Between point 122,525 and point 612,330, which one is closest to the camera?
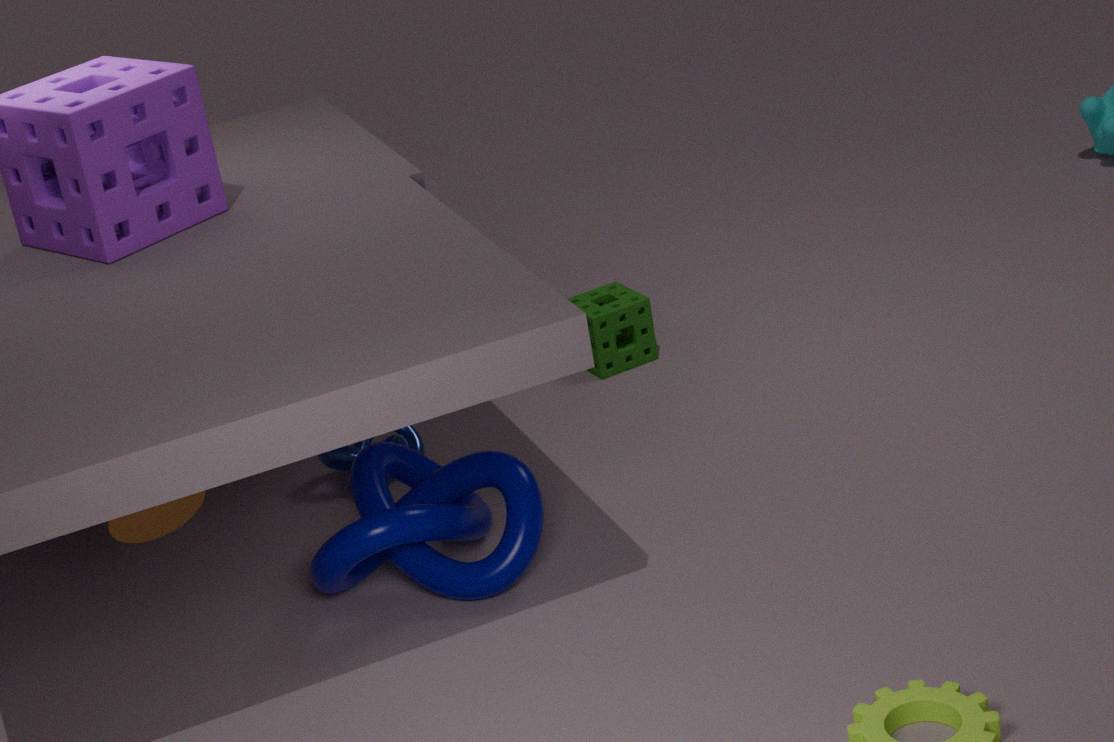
point 122,525
